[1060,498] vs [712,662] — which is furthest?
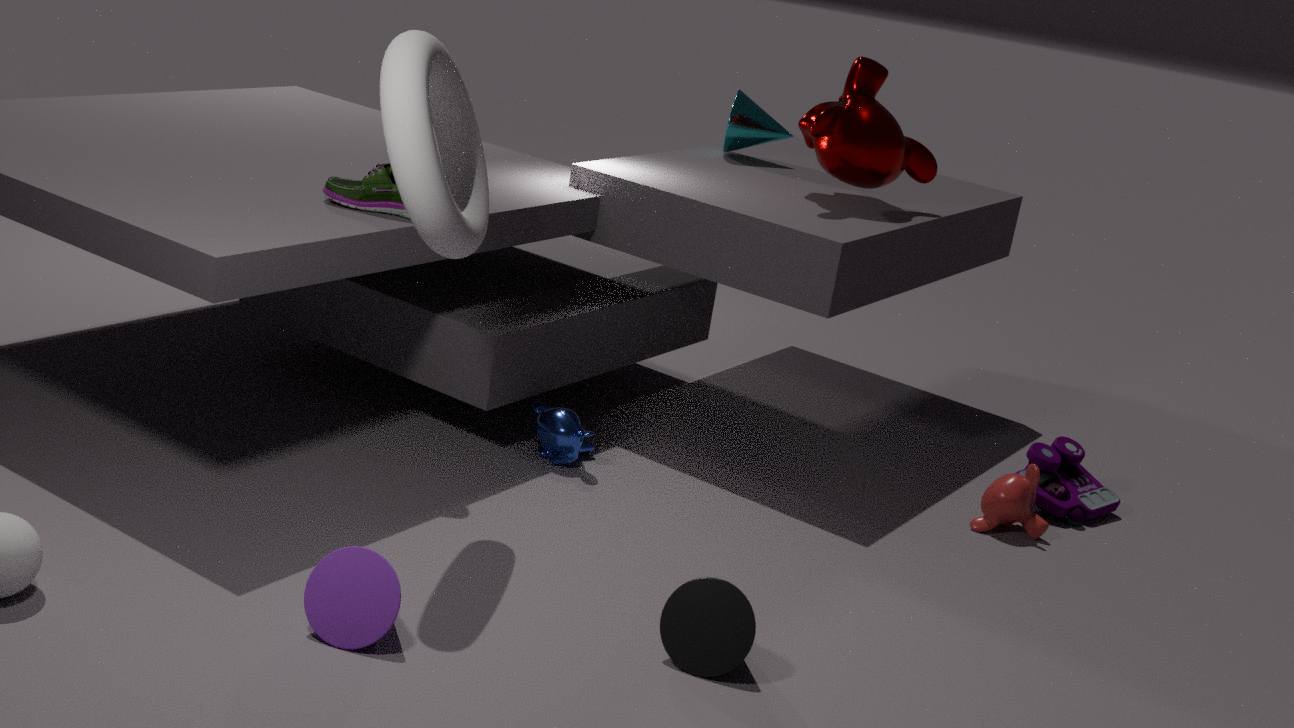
→ [1060,498]
